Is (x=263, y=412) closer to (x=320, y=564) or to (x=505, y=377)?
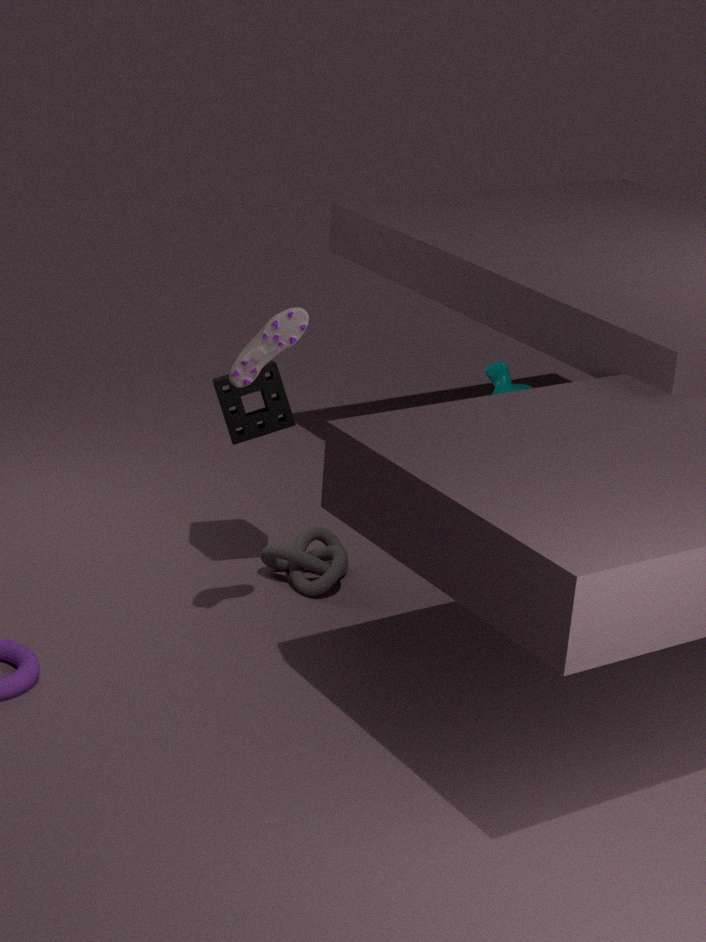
(x=320, y=564)
